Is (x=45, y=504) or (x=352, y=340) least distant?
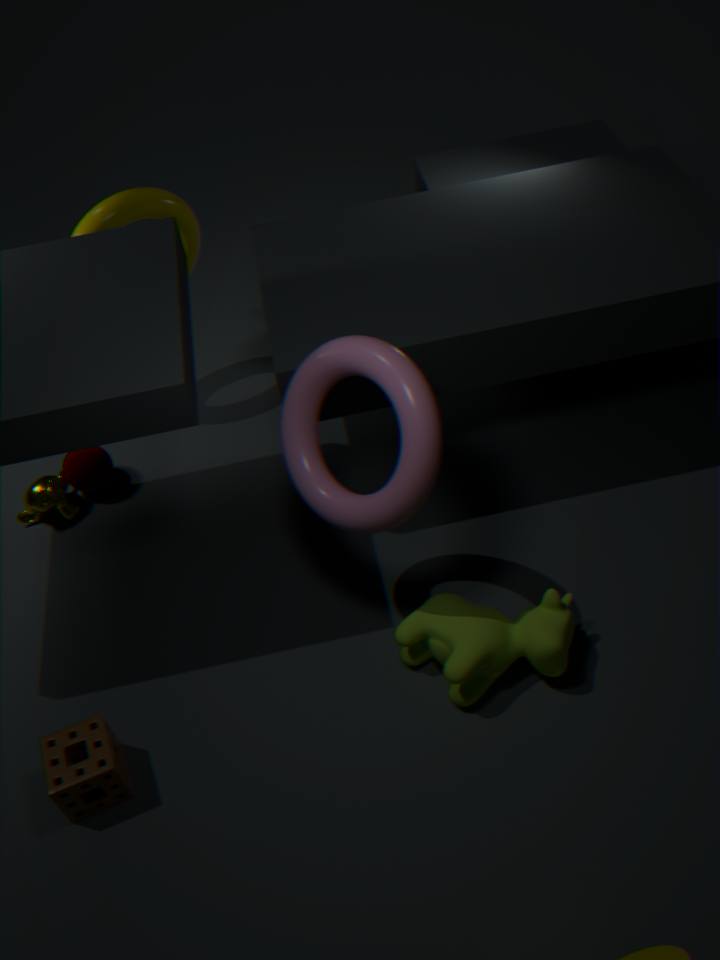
(x=352, y=340)
